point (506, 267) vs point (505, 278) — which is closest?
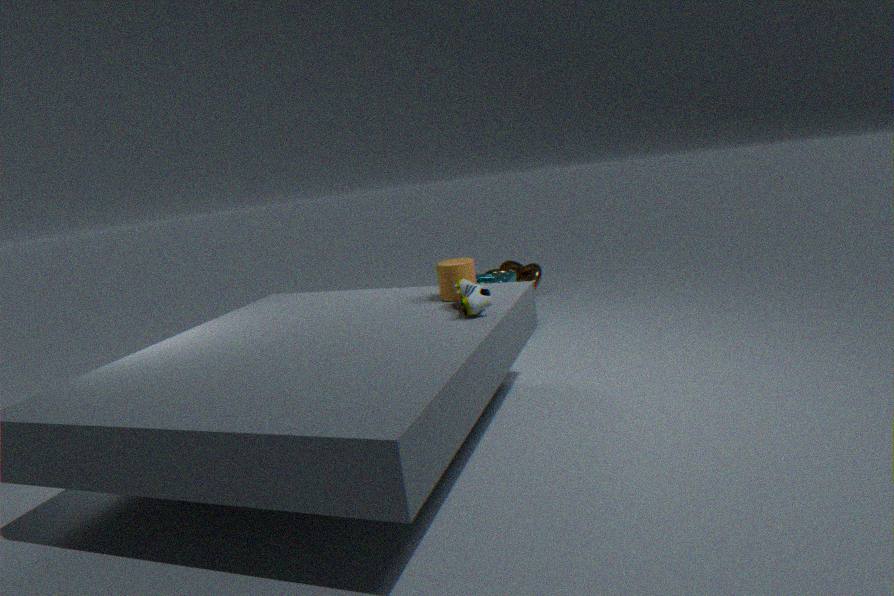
point (505, 278)
